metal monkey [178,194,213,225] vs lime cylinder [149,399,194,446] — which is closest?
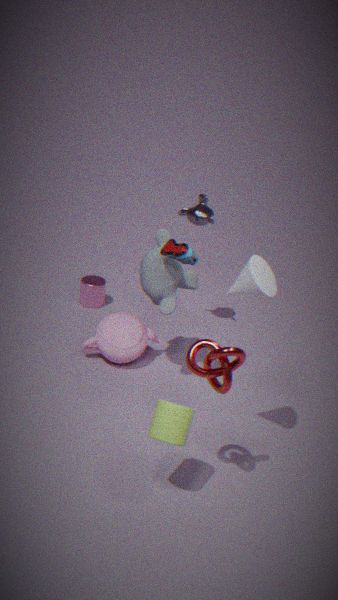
lime cylinder [149,399,194,446]
